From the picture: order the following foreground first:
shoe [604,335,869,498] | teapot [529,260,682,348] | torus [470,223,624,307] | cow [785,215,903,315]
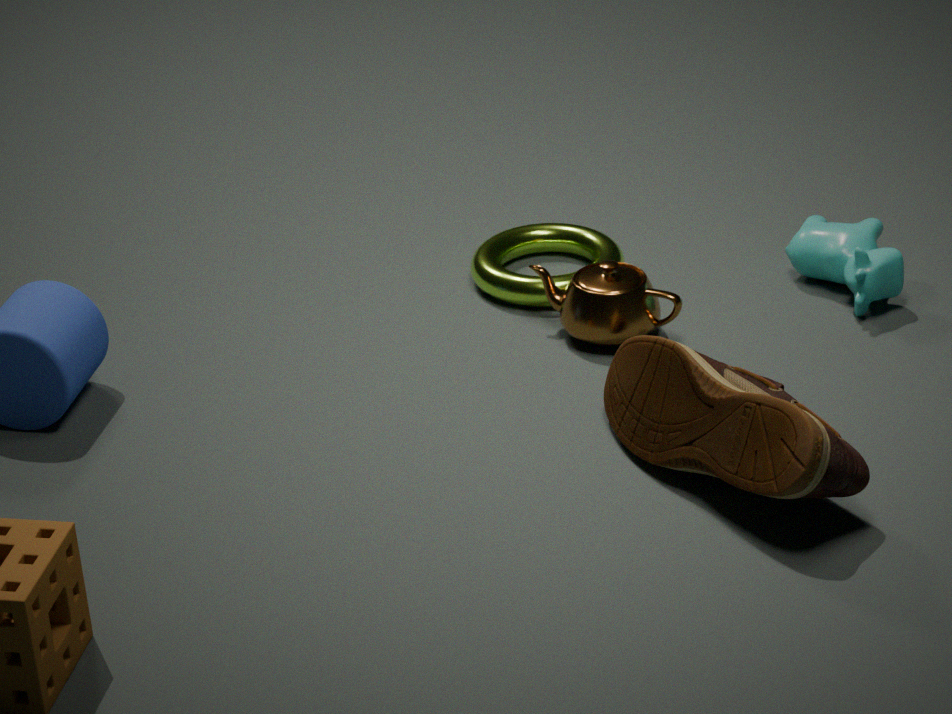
1. shoe [604,335,869,498]
2. teapot [529,260,682,348]
3. cow [785,215,903,315]
4. torus [470,223,624,307]
